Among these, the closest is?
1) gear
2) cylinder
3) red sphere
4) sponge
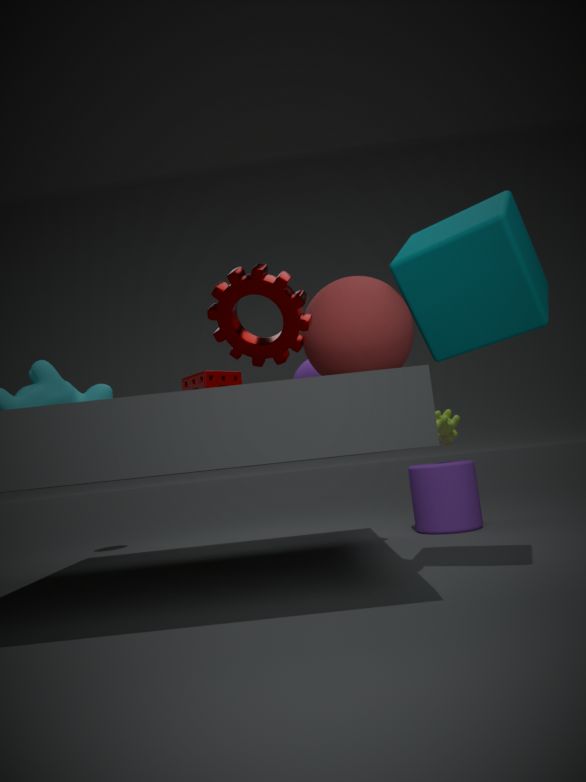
1. gear
